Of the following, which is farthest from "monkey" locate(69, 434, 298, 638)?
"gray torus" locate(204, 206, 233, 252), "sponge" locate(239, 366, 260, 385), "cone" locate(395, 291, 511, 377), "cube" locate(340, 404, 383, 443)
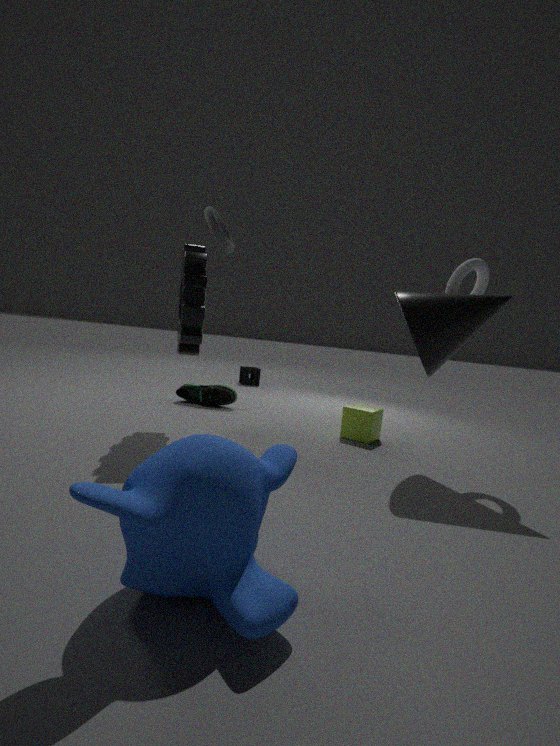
"sponge" locate(239, 366, 260, 385)
